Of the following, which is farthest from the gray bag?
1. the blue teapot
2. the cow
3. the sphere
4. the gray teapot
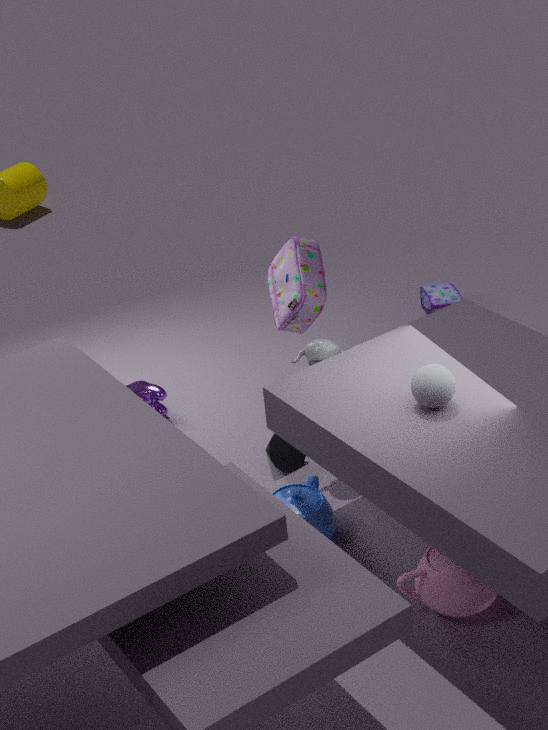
the sphere
